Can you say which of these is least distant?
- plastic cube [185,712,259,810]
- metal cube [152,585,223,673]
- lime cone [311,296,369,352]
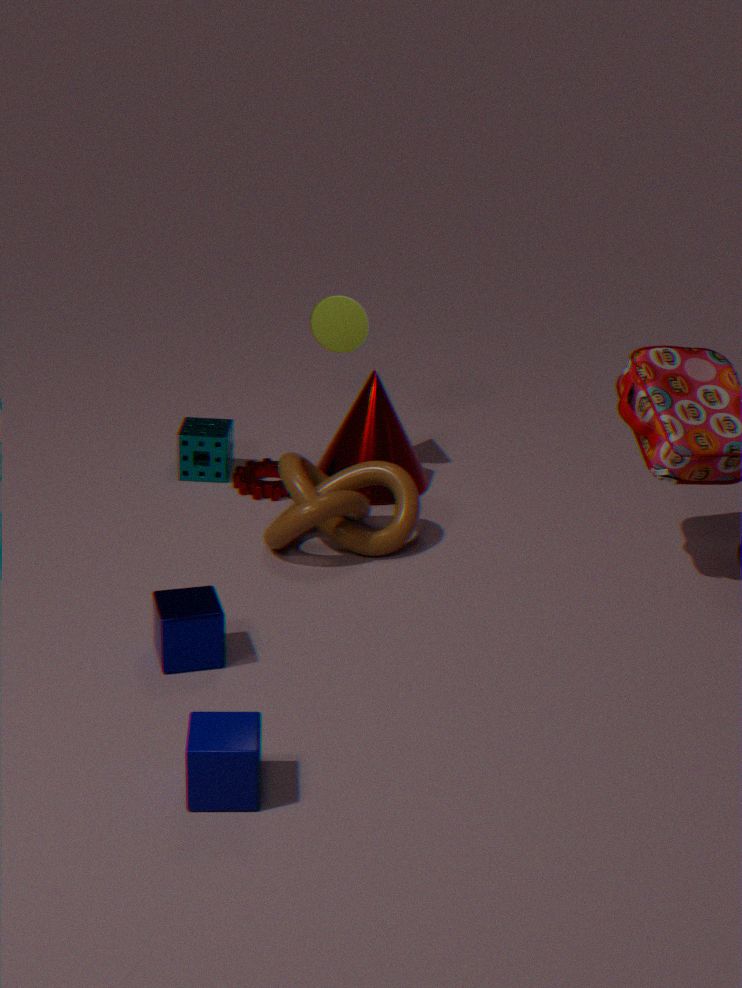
plastic cube [185,712,259,810]
